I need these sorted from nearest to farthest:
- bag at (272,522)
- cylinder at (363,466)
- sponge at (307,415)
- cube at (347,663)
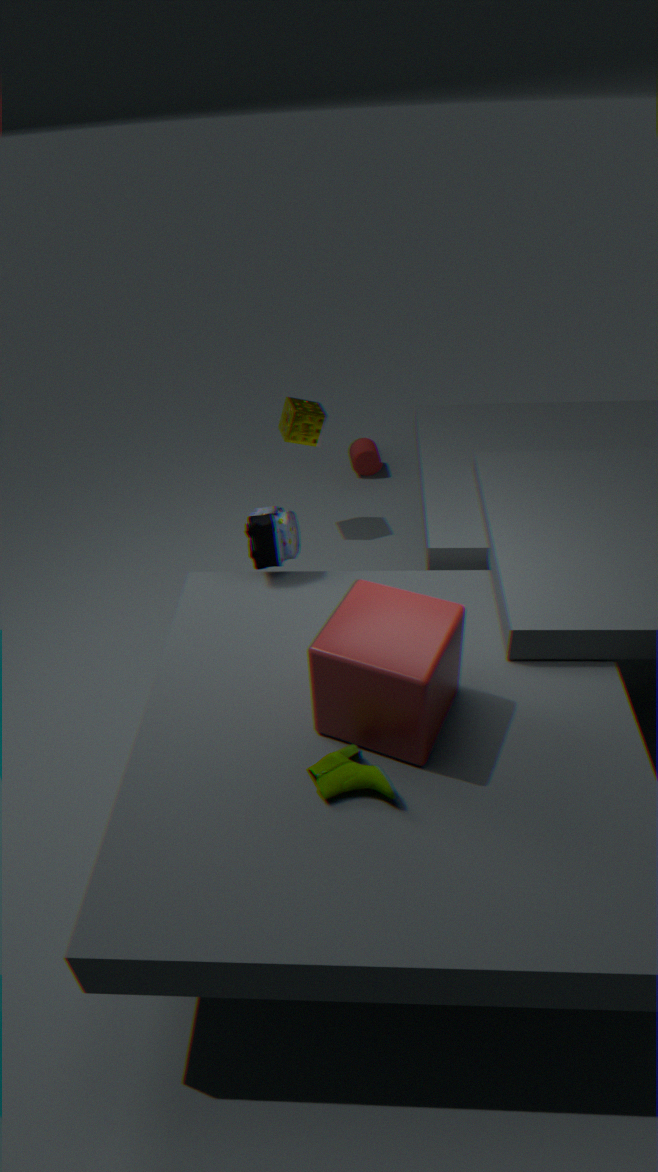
cube at (347,663), bag at (272,522), sponge at (307,415), cylinder at (363,466)
